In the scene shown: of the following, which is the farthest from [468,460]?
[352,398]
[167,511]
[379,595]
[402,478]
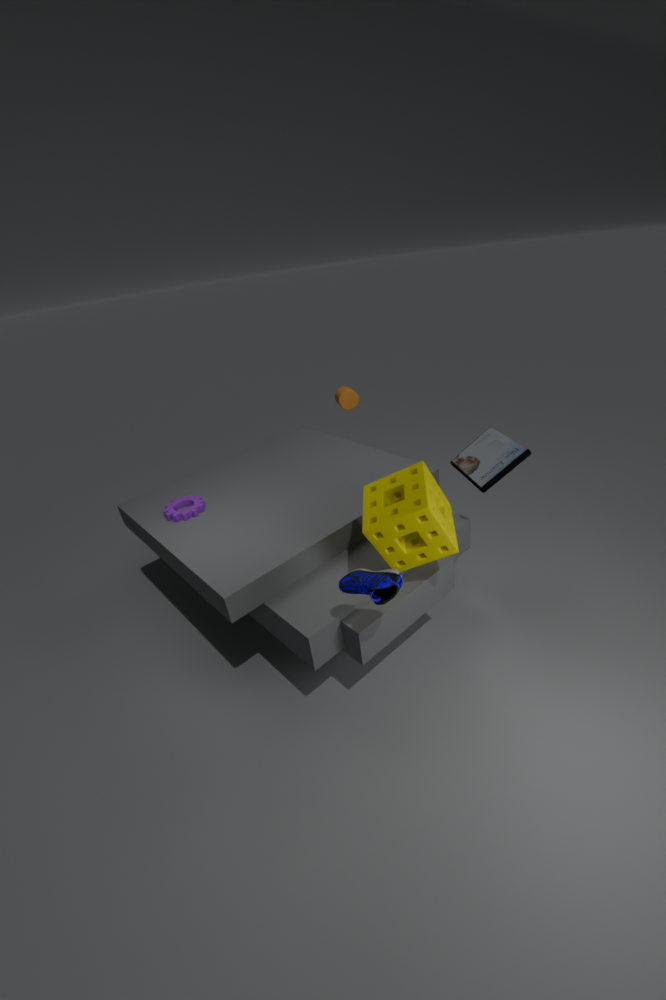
[167,511]
